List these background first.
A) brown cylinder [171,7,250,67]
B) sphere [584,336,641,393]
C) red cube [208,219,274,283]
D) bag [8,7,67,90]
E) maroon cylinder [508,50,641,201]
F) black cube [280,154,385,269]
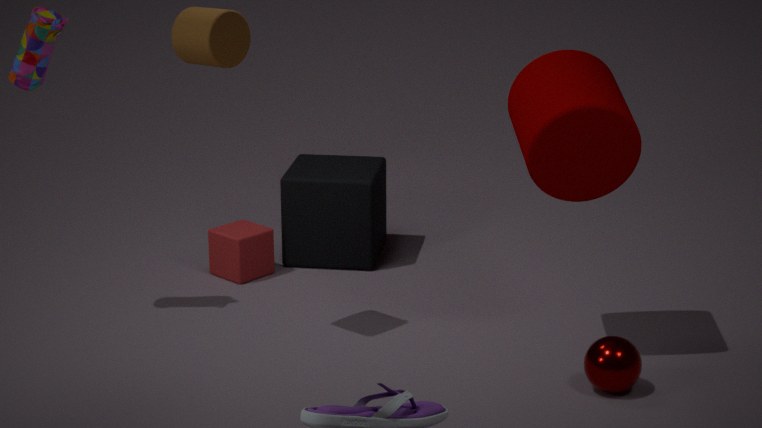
black cube [280,154,385,269] → red cube [208,219,274,283] → bag [8,7,67,90] → sphere [584,336,641,393] → brown cylinder [171,7,250,67] → maroon cylinder [508,50,641,201]
